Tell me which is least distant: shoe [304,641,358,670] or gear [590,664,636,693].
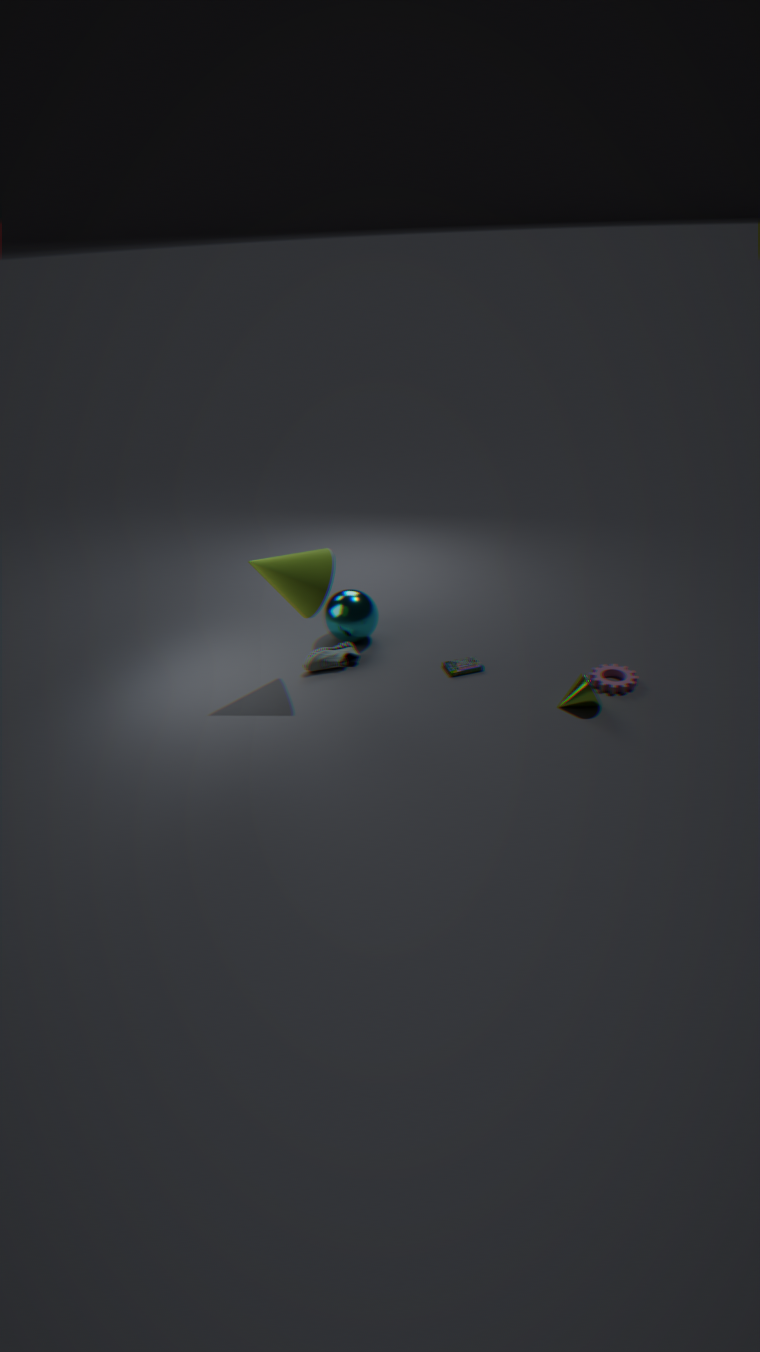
gear [590,664,636,693]
